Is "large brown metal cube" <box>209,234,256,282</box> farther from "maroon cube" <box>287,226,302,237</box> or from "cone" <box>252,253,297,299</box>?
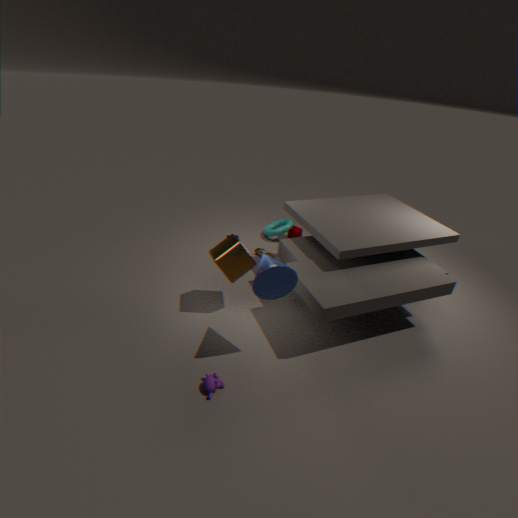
"maroon cube" <box>287,226,302,237</box>
